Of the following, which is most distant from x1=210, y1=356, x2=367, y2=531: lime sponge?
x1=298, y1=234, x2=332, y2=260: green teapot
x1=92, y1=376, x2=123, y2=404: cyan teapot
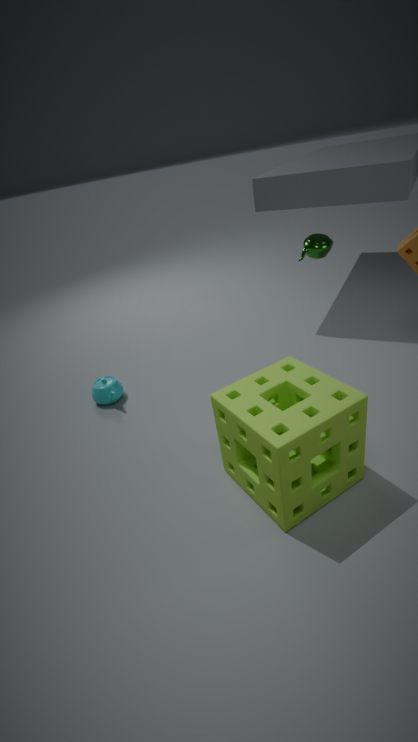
x1=298, y1=234, x2=332, y2=260: green teapot
